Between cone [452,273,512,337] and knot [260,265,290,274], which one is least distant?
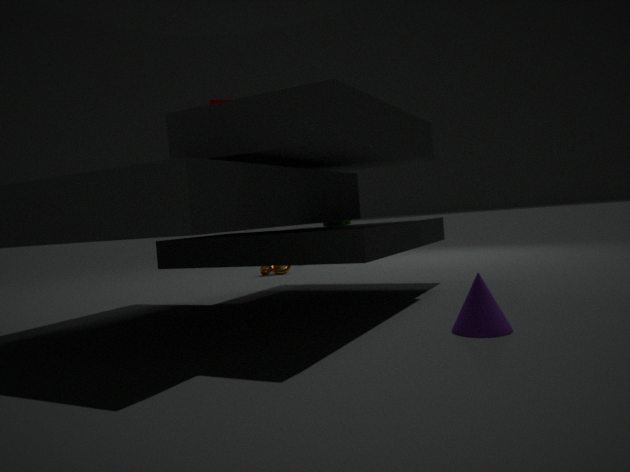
cone [452,273,512,337]
